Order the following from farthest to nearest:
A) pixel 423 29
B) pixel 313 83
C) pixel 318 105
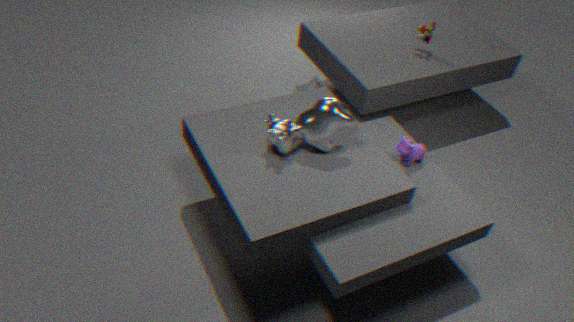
pixel 313 83
pixel 423 29
pixel 318 105
